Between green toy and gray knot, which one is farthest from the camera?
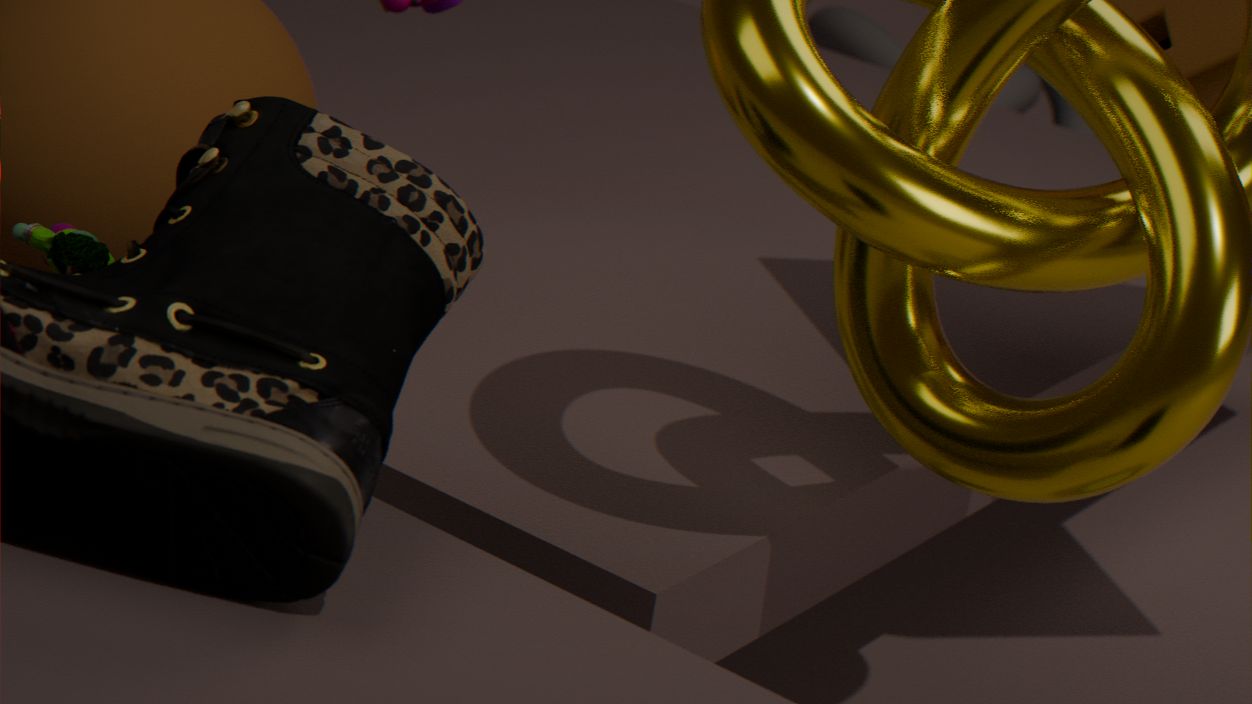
gray knot
